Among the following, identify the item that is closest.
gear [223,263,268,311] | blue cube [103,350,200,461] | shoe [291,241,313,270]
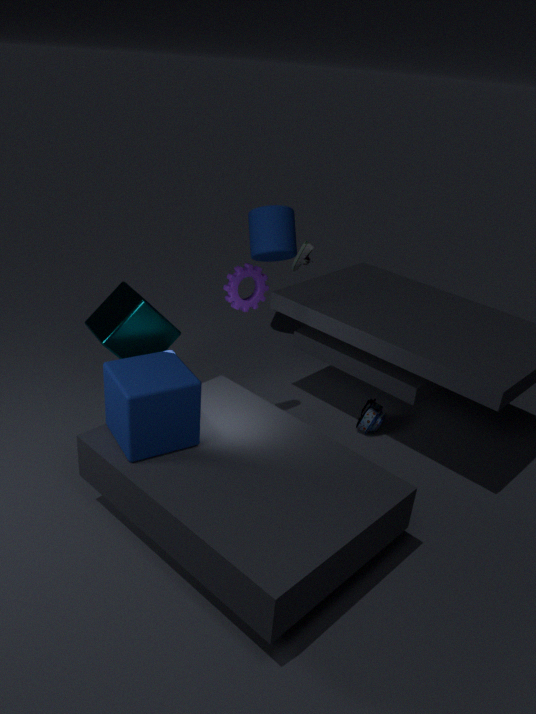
blue cube [103,350,200,461]
